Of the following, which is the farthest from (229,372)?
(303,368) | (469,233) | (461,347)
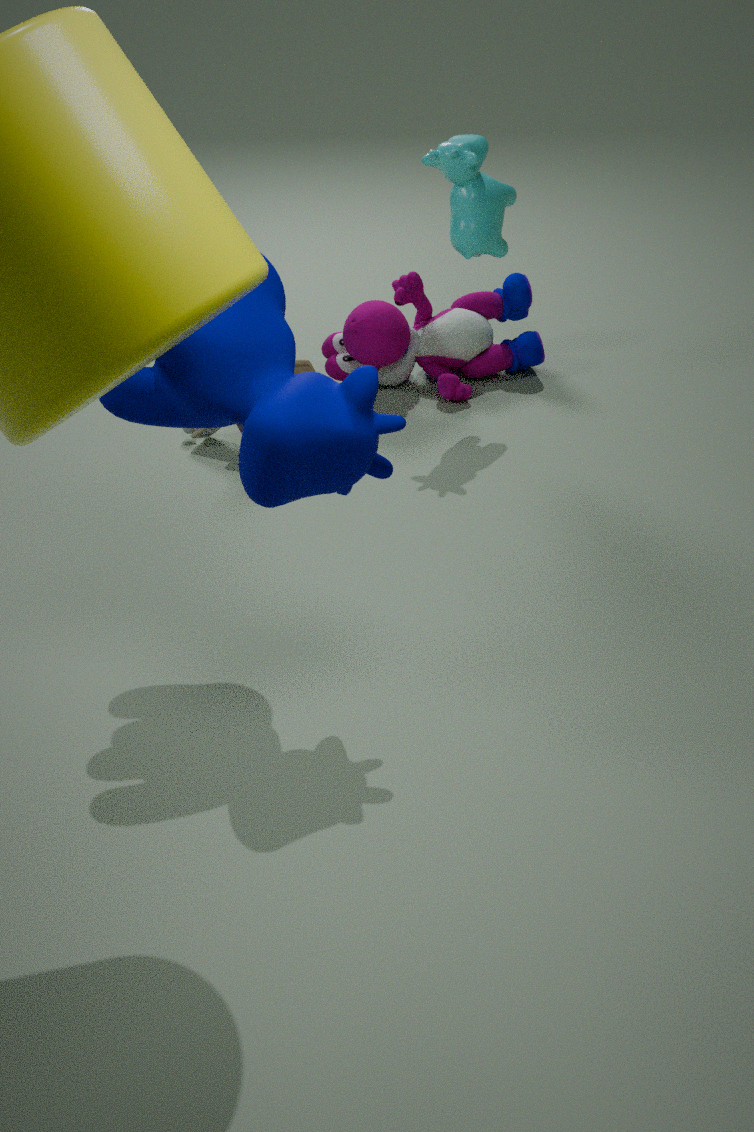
(461,347)
